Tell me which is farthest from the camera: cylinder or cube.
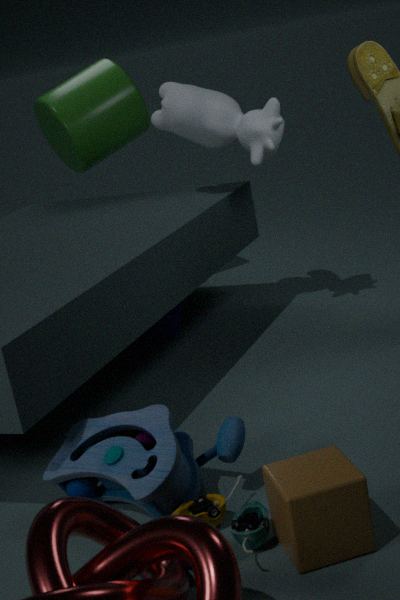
cylinder
